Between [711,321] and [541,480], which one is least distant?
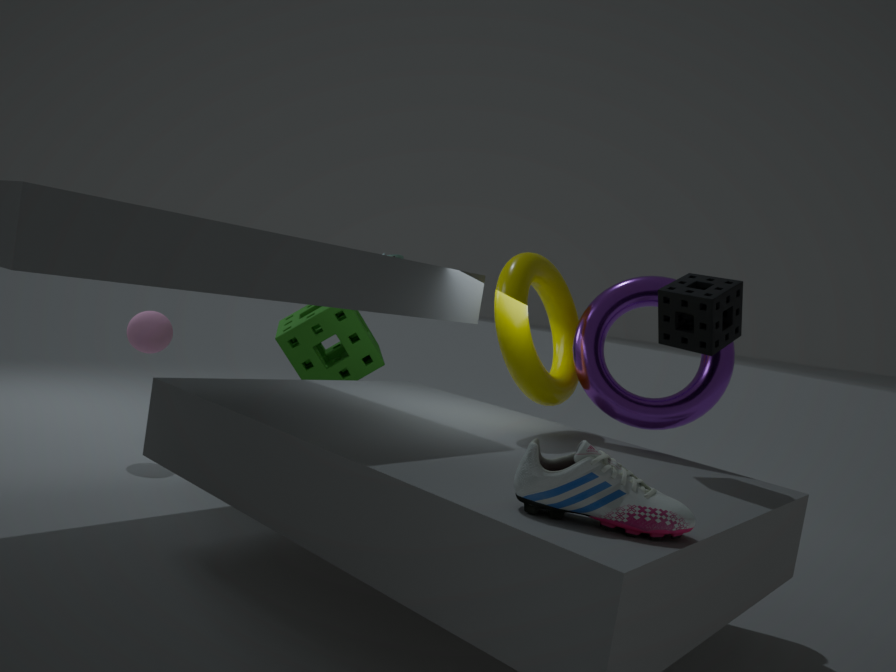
[541,480]
